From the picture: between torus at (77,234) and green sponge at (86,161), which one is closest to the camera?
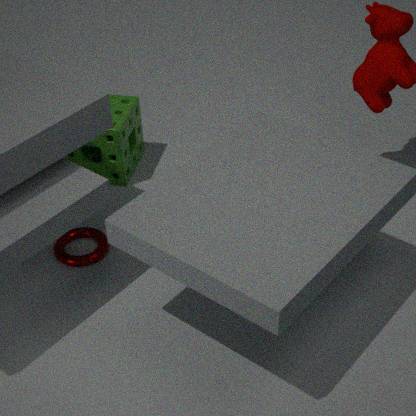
torus at (77,234)
